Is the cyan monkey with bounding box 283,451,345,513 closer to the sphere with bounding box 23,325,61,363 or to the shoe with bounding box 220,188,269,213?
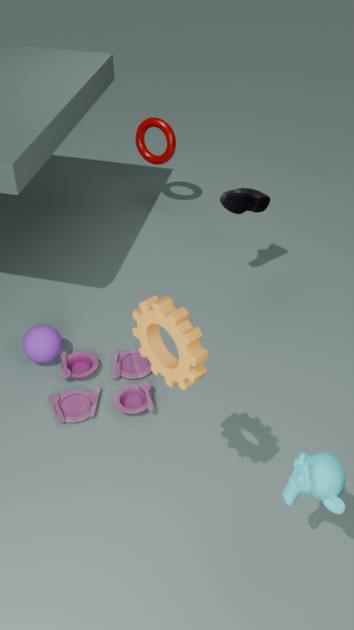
the sphere with bounding box 23,325,61,363
